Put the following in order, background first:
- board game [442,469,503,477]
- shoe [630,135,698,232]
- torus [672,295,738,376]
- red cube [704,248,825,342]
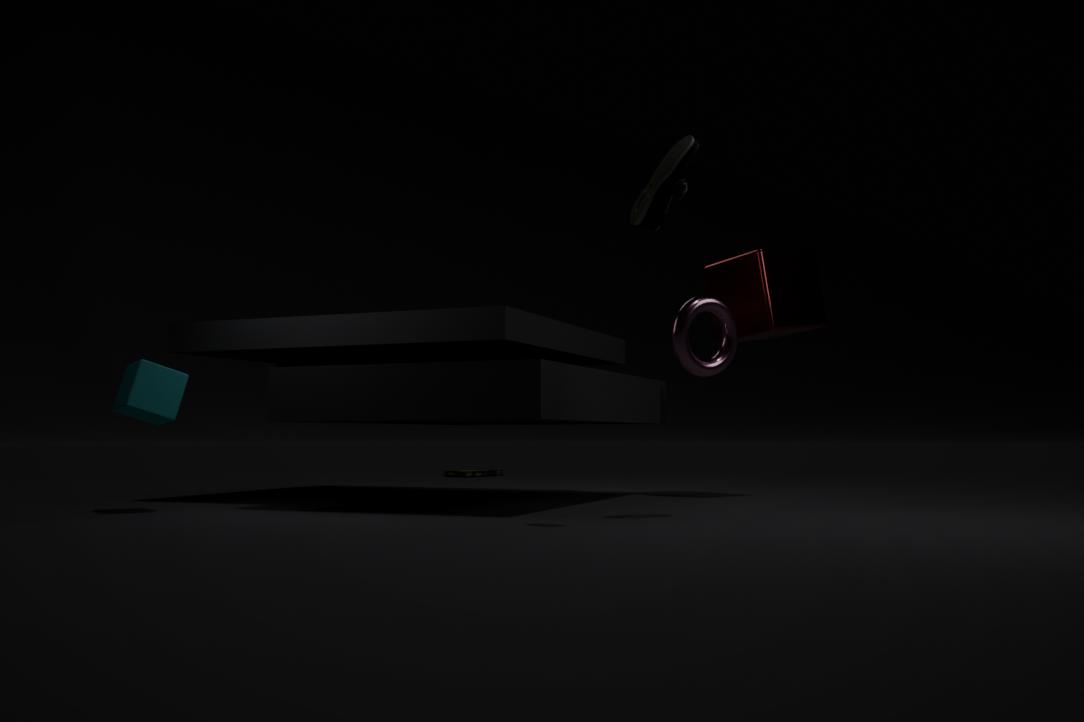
1. board game [442,469,503,477]
2. red cube [704,248,825,342]
3. torus [672,295,738,376]
4. shoe [630,135,698,232]
